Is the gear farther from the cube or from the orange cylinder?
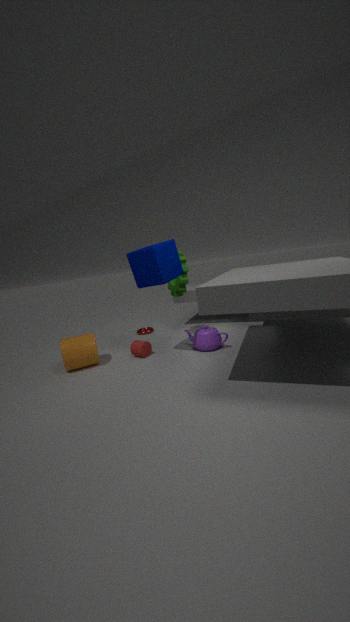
the orange cylinder
